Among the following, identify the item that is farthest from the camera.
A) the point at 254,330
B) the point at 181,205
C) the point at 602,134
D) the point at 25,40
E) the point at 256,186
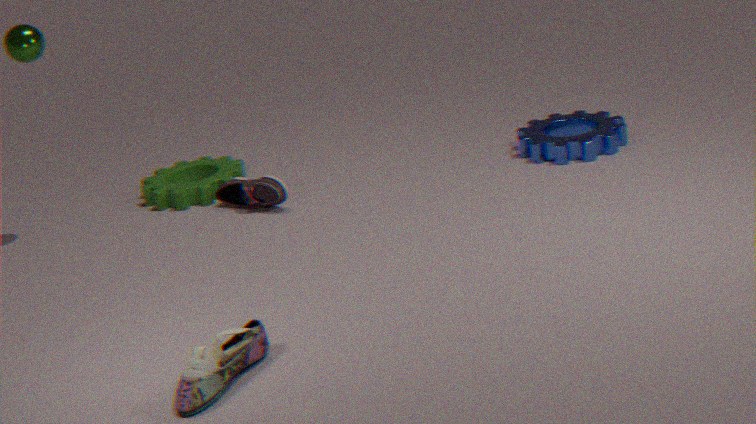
the point at 181,205
